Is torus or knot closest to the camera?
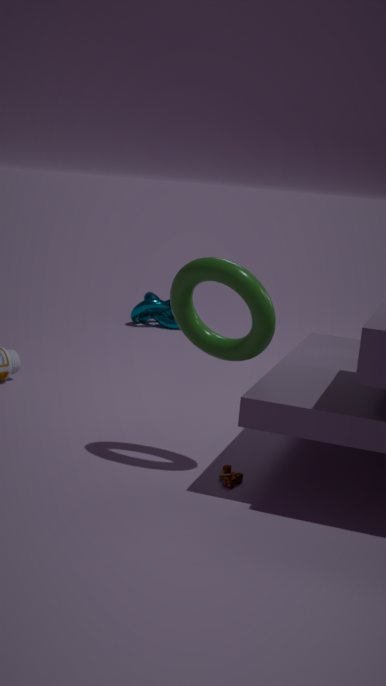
torus
